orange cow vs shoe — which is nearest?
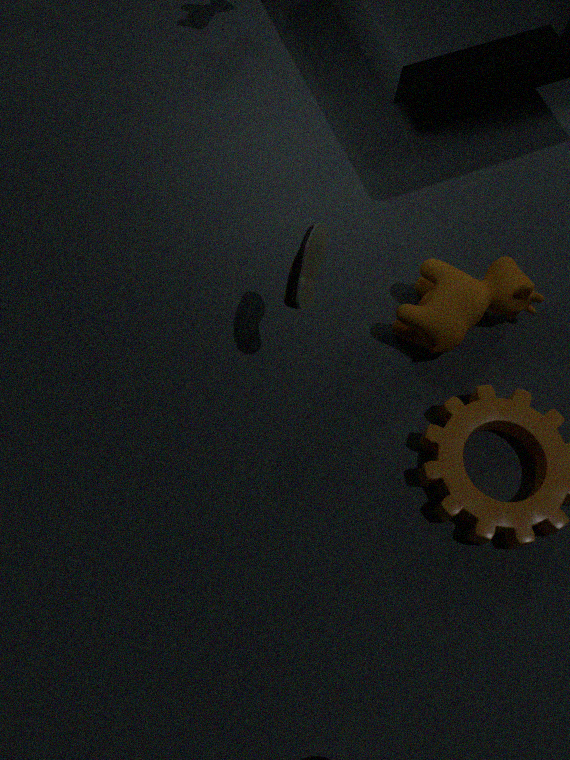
shoe
